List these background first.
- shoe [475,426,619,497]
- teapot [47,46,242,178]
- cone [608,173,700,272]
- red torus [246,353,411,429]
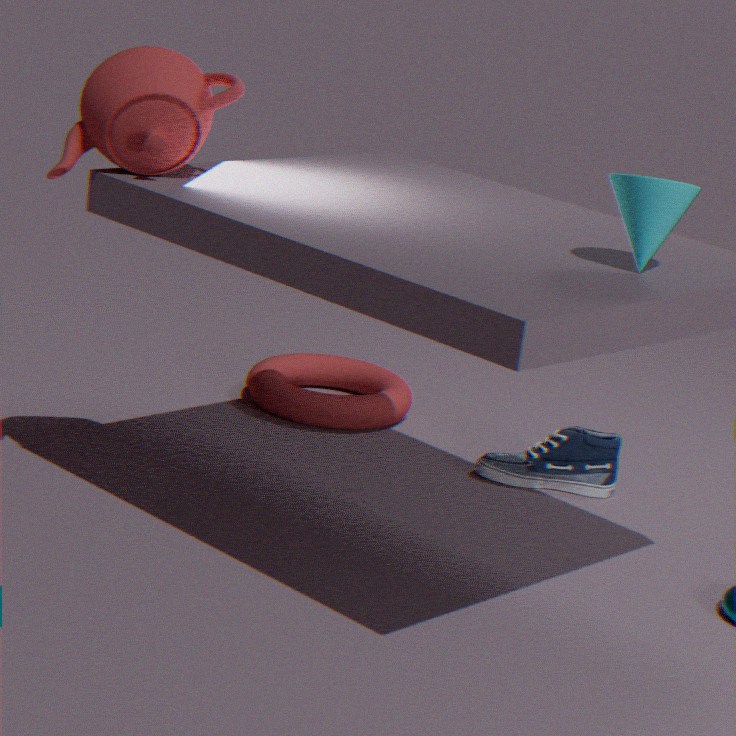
1. red torus [246,353,411,429]
2. shoe [475,426,619,497]
3. teapot [47,46,242,178]
4. cone [608,173,700,272]
